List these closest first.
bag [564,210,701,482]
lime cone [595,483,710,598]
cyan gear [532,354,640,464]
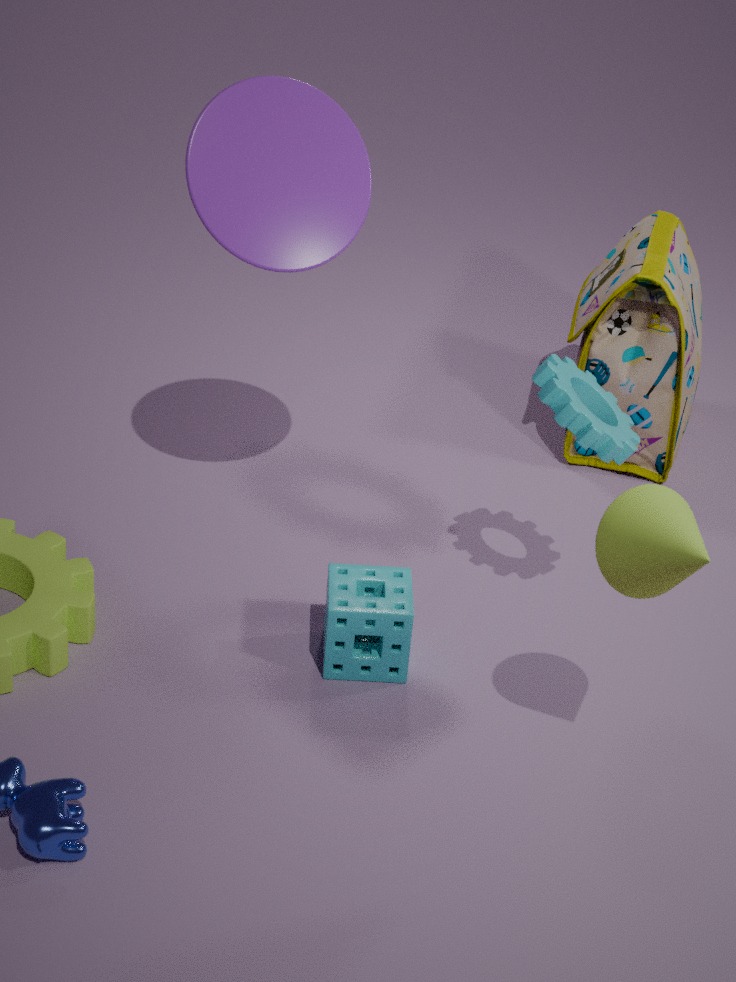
lime cone [595,483,710,598] → cyan gear [532,354,640,464] → bag [564,210,701,482]
